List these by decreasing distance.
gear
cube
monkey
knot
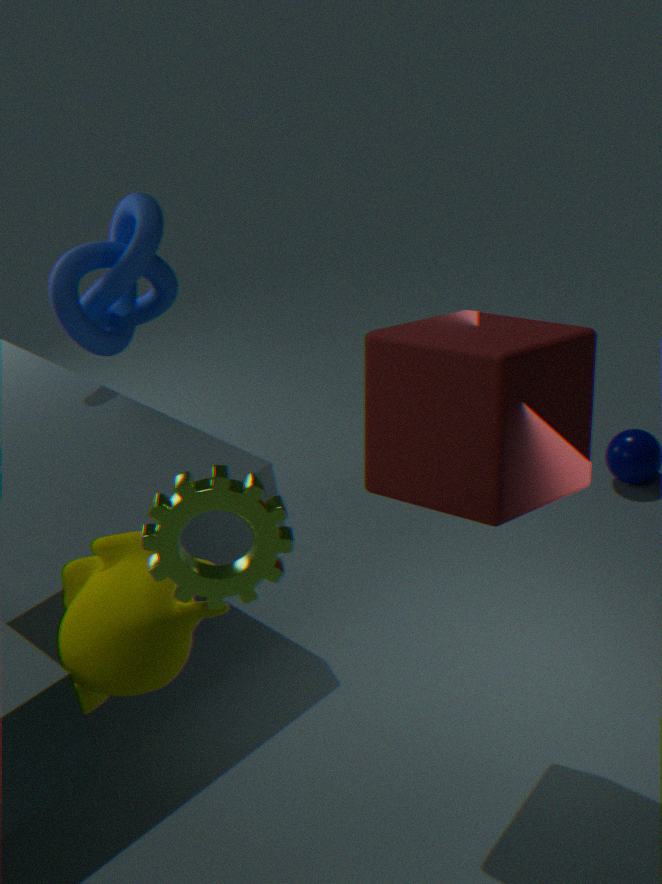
knot → cube → monkey → gear
